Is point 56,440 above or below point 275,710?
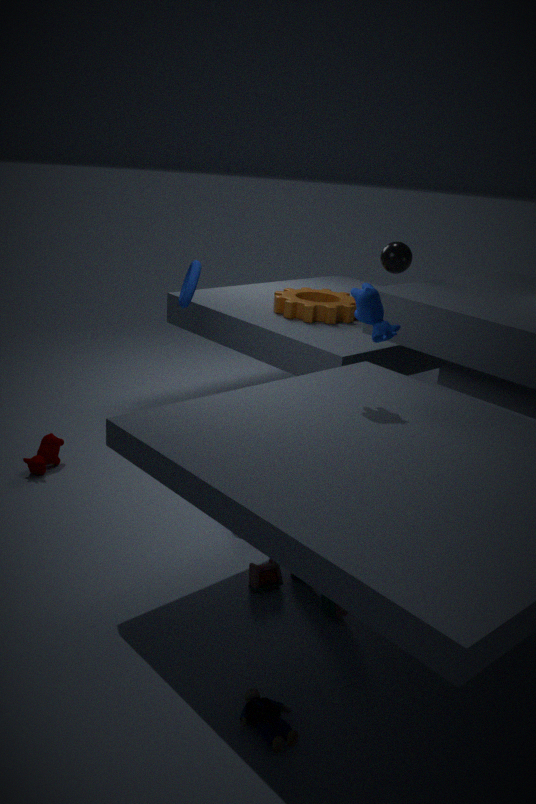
above
